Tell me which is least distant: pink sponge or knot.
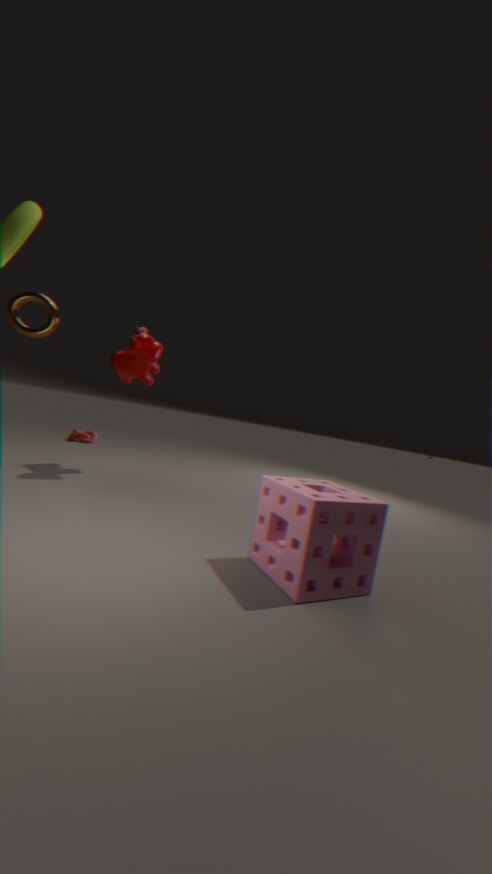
pink sponge
